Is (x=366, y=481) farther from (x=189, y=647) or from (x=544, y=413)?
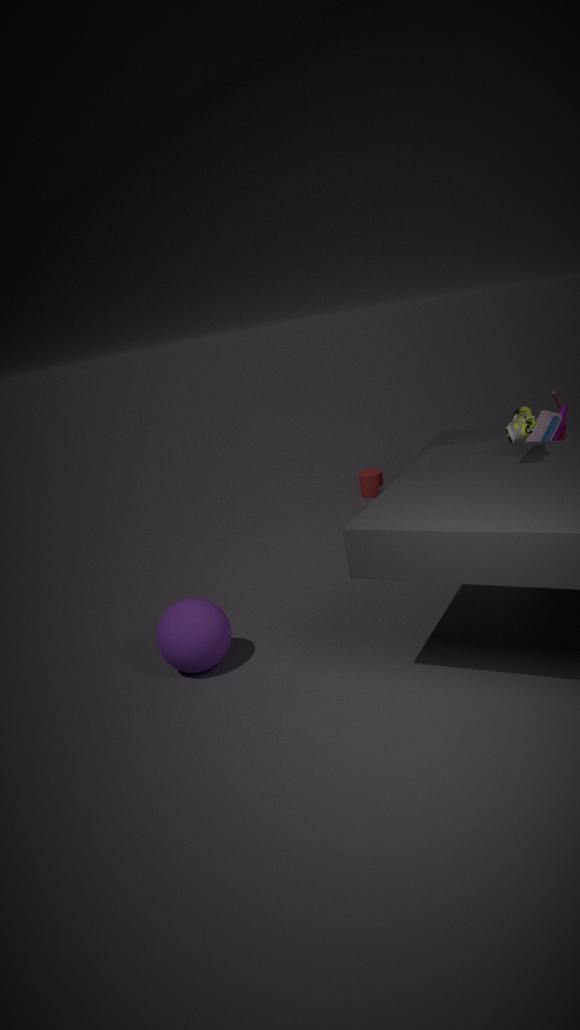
Answer: (x=189, y=647)
